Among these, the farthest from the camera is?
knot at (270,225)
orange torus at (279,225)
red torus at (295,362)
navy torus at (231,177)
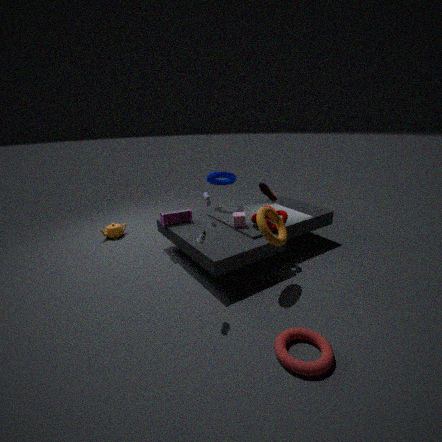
navy torus at (231,177)
